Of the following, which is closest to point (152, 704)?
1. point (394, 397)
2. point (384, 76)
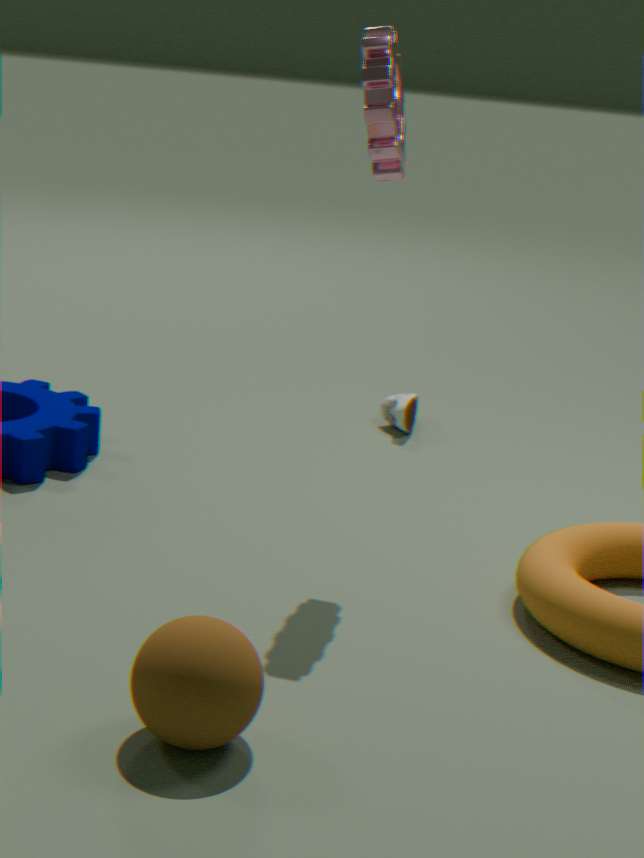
point (384, 76)
